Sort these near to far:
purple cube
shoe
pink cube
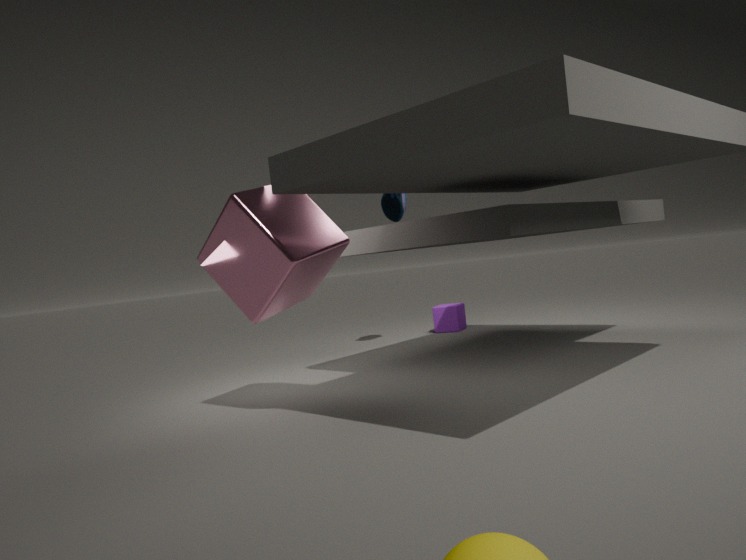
pink cube < shoe < purple cube
